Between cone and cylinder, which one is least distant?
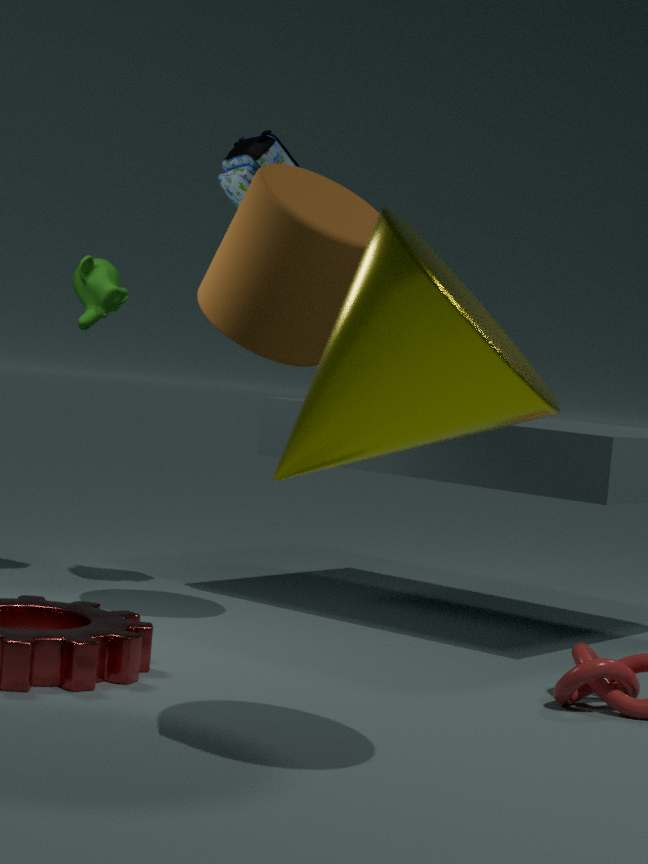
cone
